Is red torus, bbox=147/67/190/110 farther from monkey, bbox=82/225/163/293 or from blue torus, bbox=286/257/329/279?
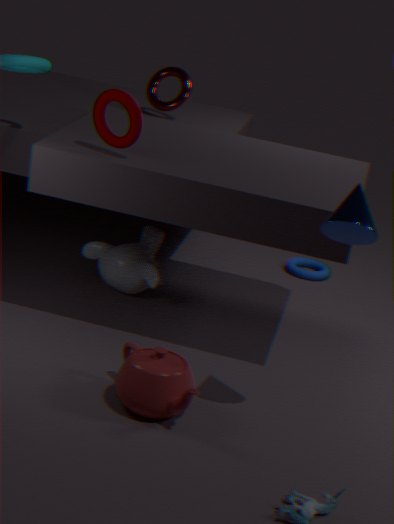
blue torus, bbox=286/257/329/279
